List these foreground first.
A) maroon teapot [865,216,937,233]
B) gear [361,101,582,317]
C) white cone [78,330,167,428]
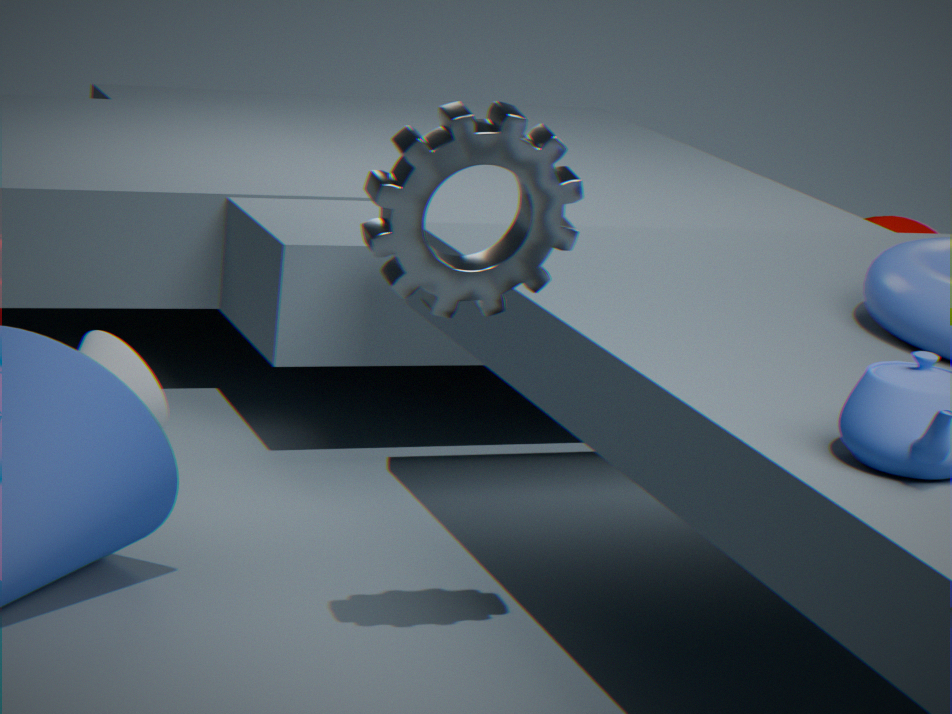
1. gear [361,101,582,317]
2. white cone [78,330,167,428]
3. maroon teapot [865,216,937,233]
